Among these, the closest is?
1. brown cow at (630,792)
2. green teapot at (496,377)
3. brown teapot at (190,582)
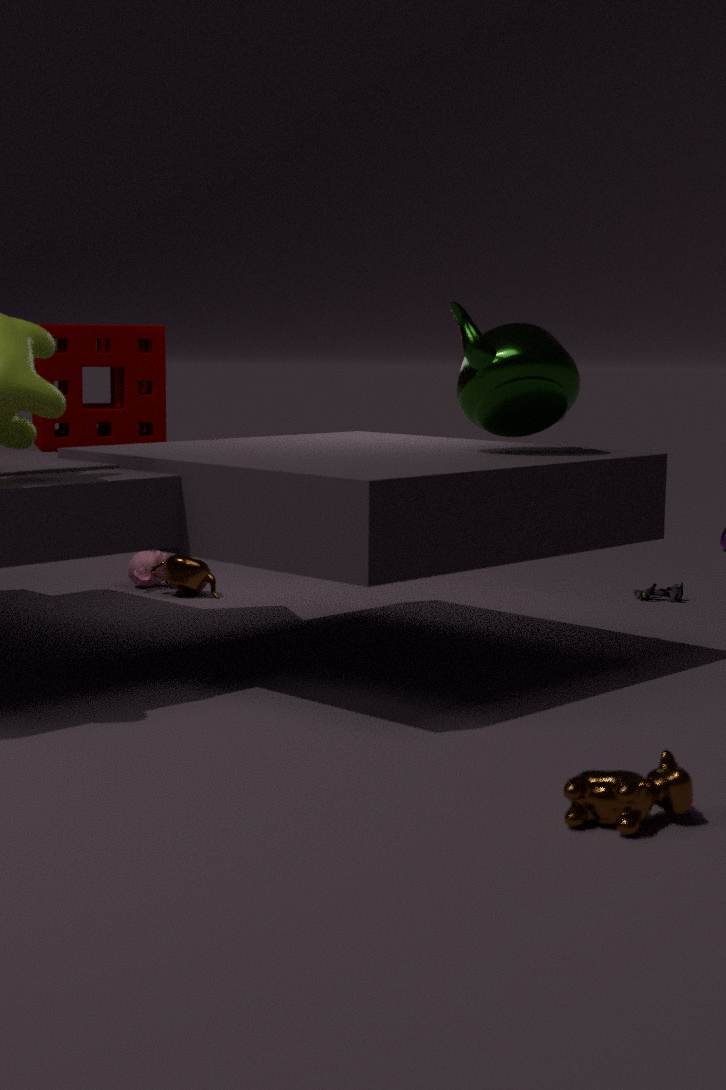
brown cow at (630,792)
